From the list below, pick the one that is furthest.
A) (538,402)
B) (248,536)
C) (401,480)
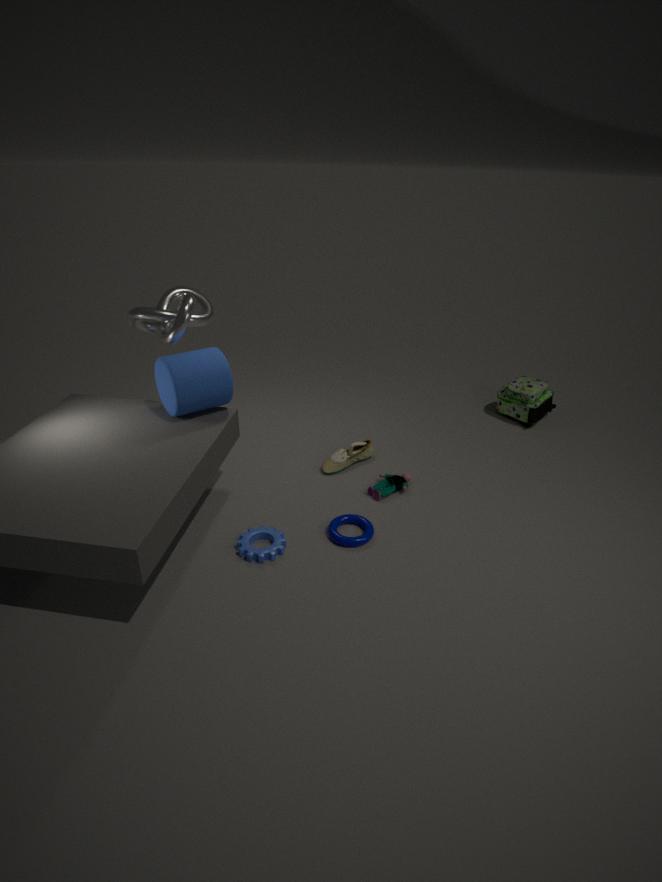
(538,402)
